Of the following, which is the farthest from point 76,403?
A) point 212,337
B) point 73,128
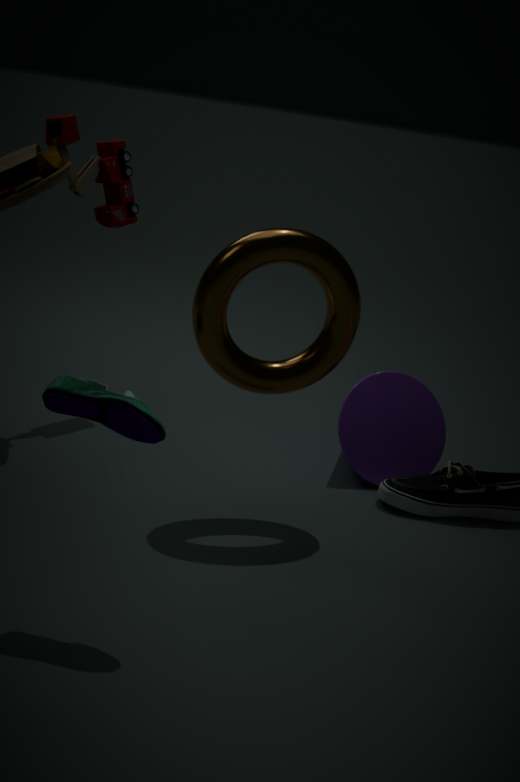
point 73,128
